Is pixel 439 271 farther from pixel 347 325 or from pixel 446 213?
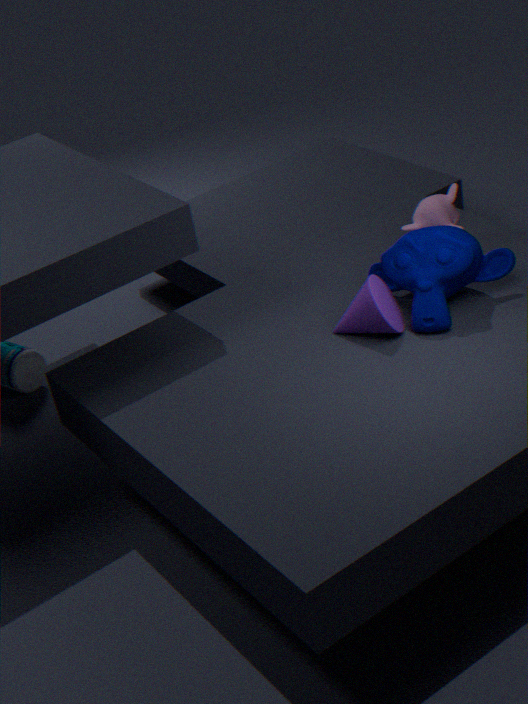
pixel 446 213
